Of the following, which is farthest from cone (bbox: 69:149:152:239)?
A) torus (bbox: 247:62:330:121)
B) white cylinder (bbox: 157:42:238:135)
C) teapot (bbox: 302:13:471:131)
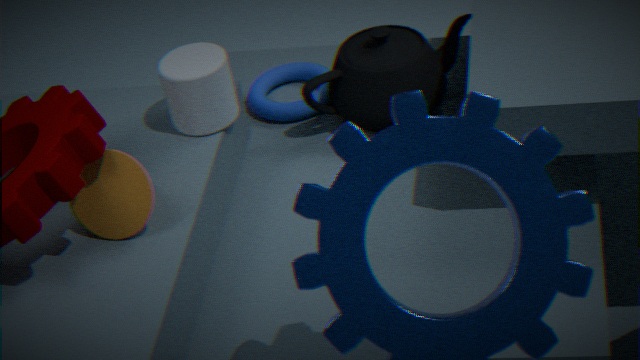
torus (bbox: 247:62:330:121)
